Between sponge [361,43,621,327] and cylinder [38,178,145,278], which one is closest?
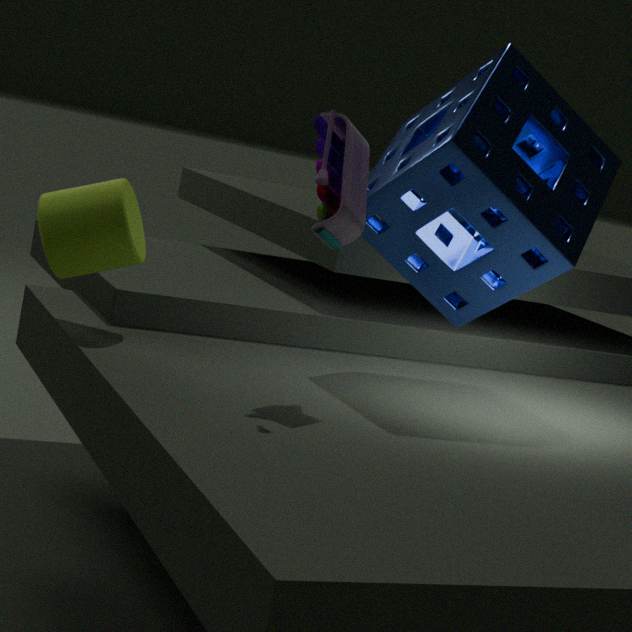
sponge [361,43,621,327]
